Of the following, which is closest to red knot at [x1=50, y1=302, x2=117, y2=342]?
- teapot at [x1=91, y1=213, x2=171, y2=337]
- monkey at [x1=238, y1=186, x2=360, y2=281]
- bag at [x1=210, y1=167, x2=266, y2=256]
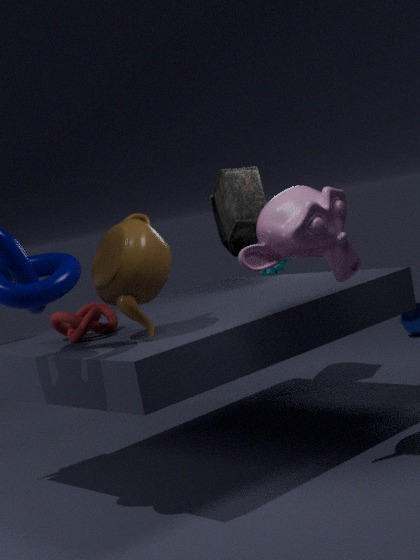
teapot at [x1=91, y1=213, x2=171, y2=337]
